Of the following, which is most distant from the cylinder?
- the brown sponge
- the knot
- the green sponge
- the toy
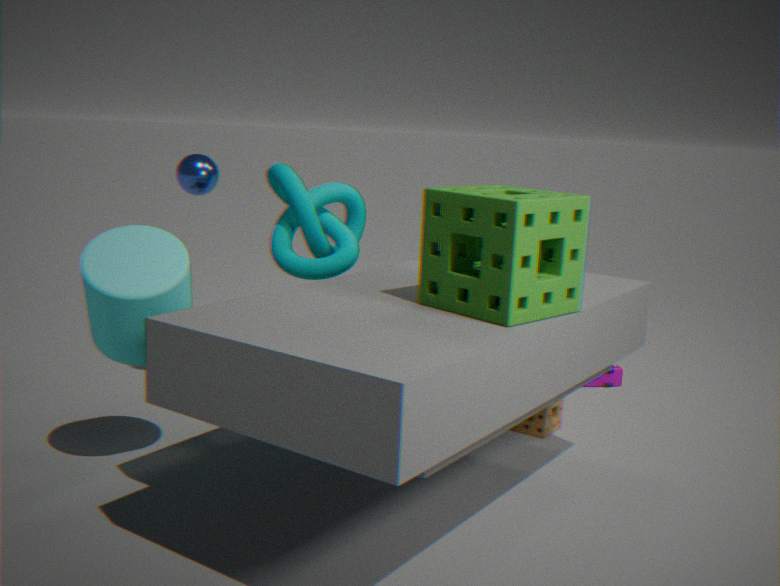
the toy
